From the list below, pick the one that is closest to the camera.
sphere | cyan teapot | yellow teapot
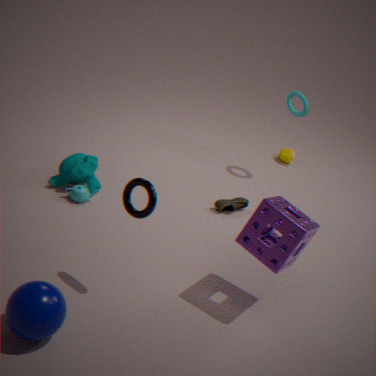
sphere
